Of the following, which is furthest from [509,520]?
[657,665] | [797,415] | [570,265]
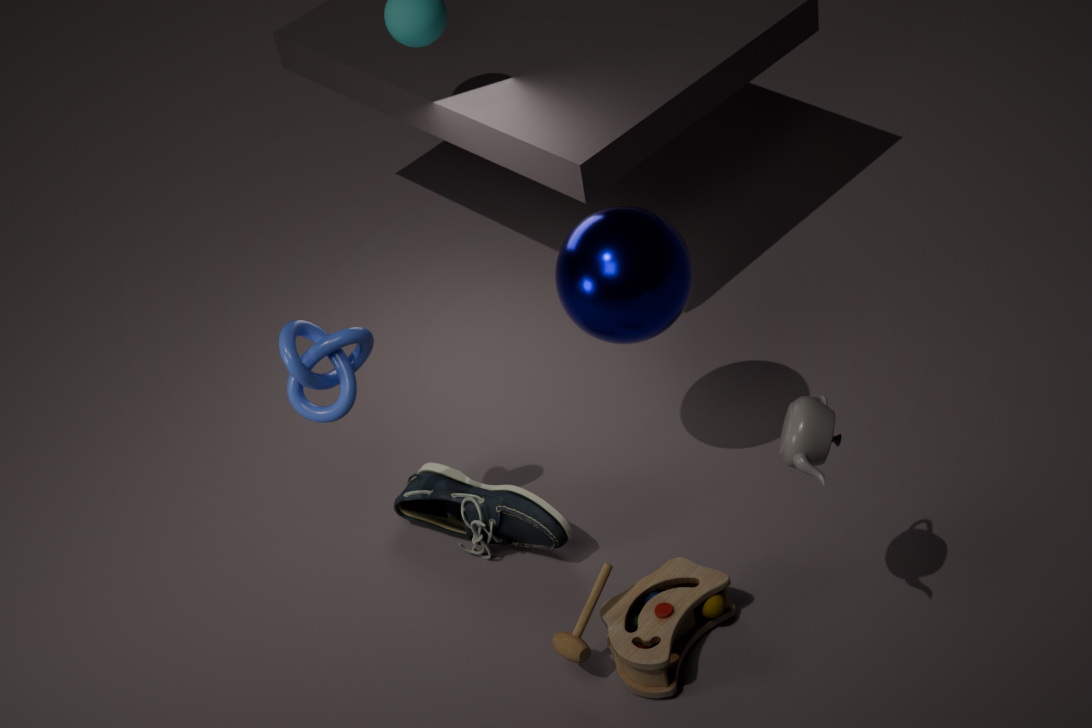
[797,415]
